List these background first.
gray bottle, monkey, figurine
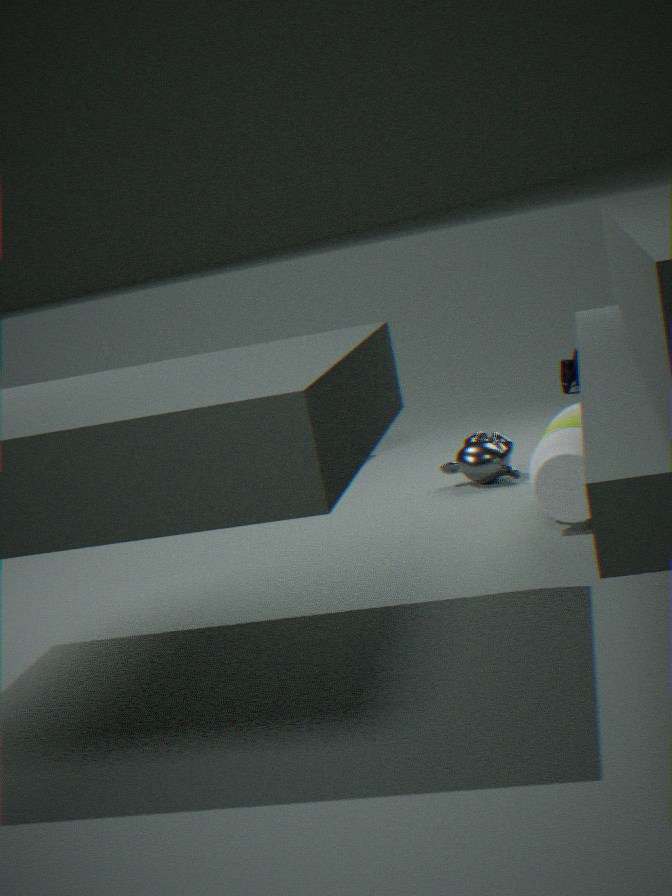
figurine
monkey
gray bottle
